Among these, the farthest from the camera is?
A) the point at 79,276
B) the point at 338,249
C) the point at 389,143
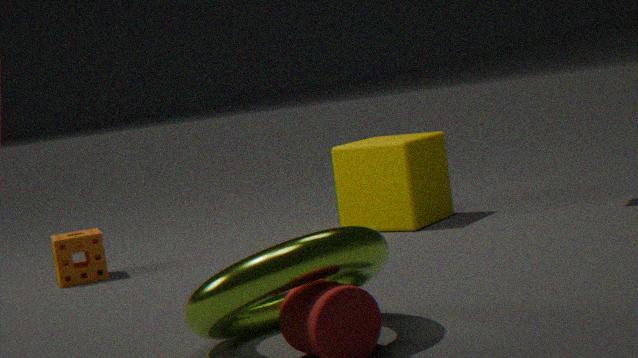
the point at 389,143
